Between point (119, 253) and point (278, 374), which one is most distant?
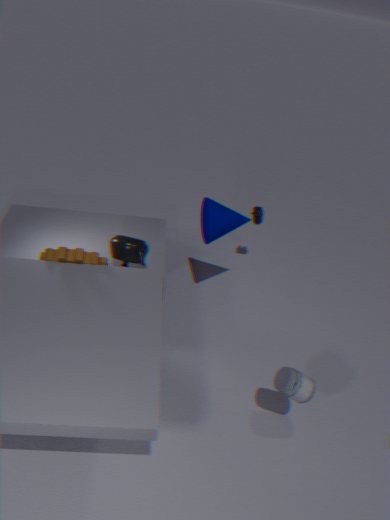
point (119, 253)
